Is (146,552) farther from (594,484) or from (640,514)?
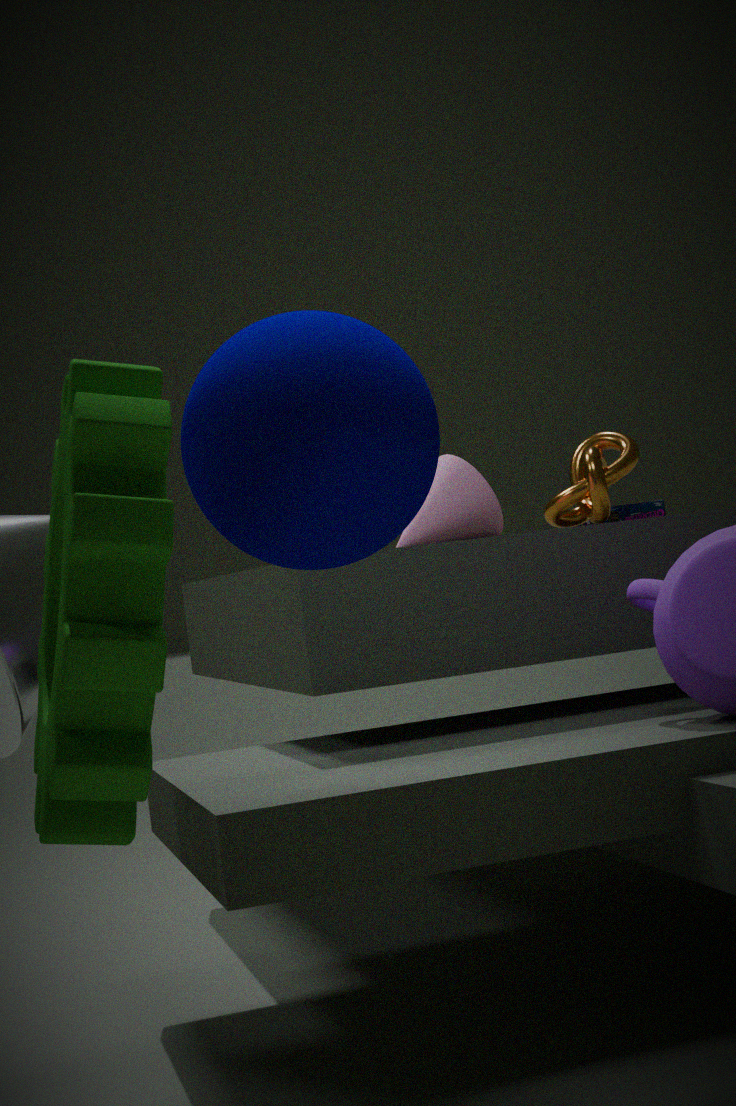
(640,514)
